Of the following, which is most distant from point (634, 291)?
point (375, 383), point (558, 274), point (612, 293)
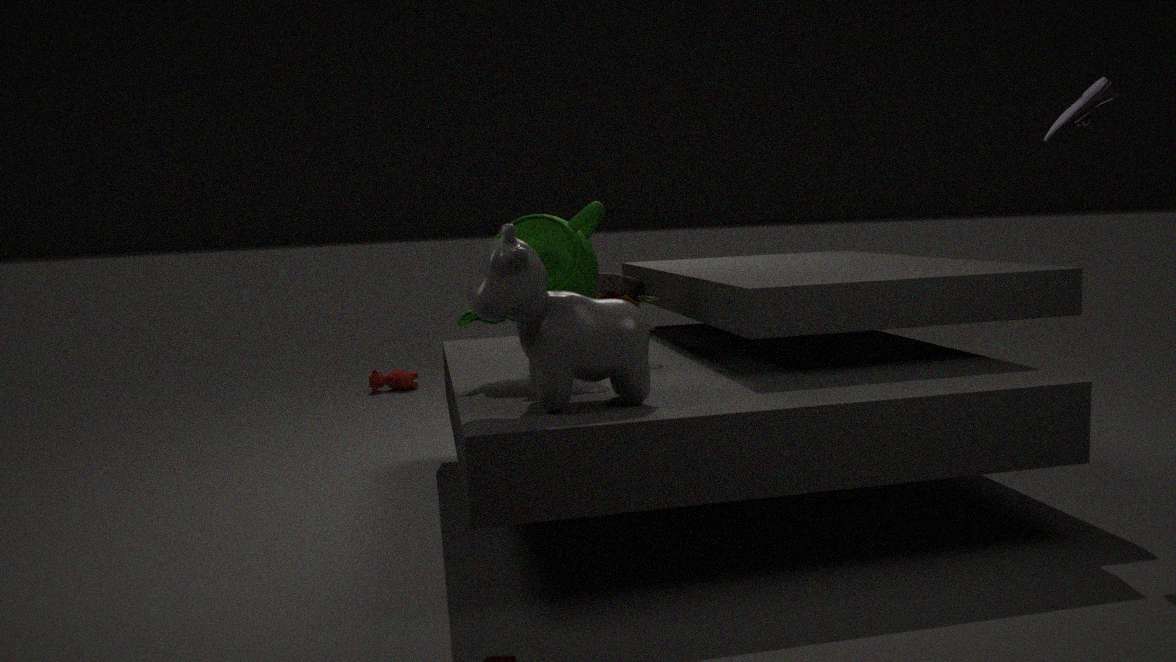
point (375, 383)
